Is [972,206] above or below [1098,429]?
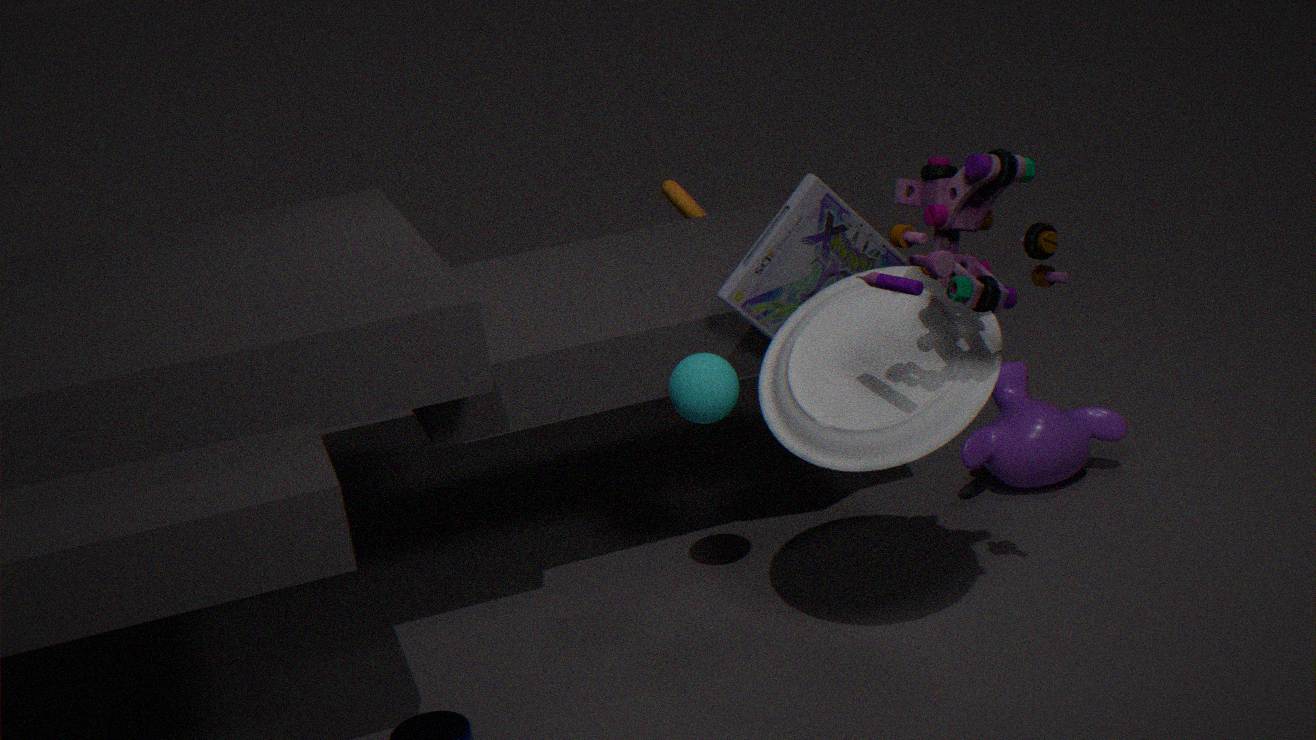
above
